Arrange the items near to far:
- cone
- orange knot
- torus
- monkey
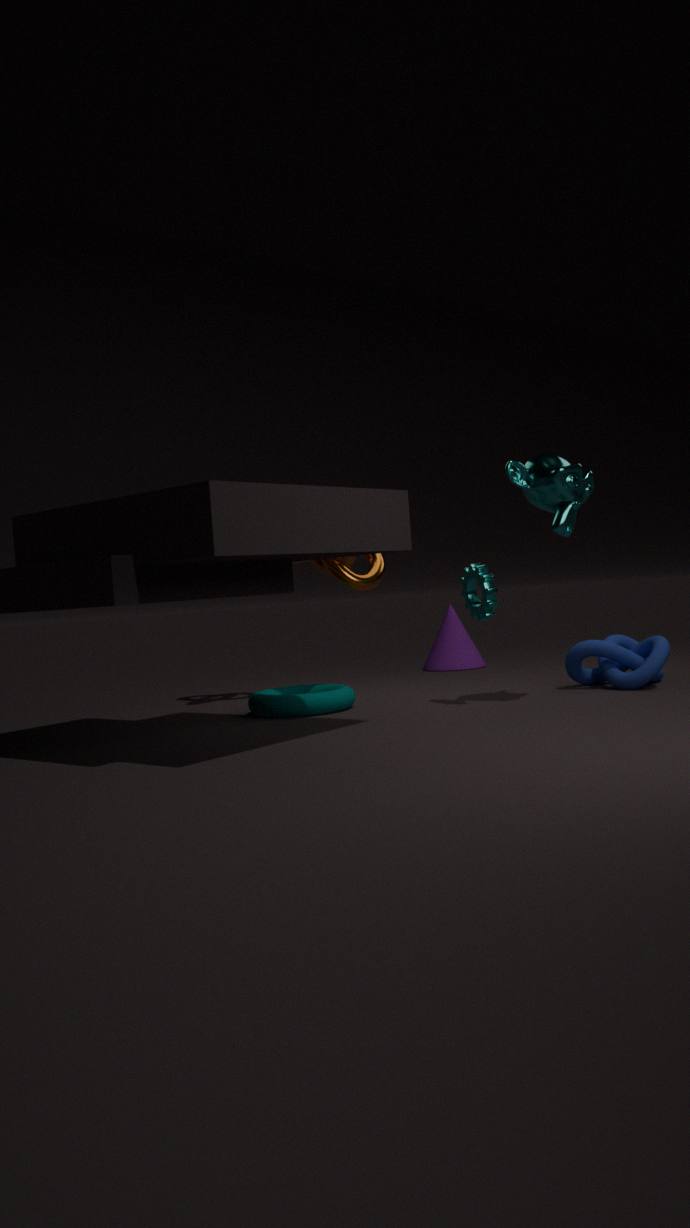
monkey → torus → orange knot → cone
